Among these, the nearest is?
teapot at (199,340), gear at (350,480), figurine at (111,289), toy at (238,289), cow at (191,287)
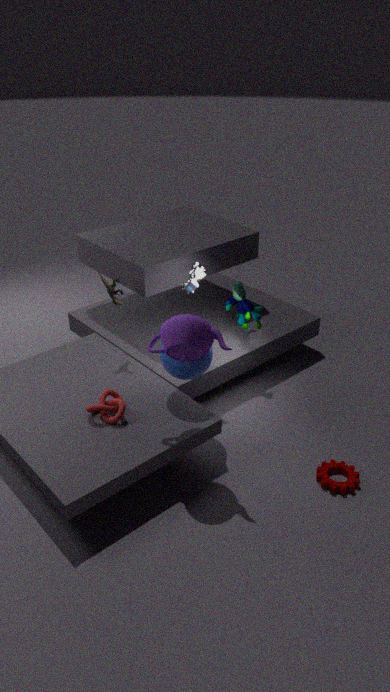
teapot at (199,340)
